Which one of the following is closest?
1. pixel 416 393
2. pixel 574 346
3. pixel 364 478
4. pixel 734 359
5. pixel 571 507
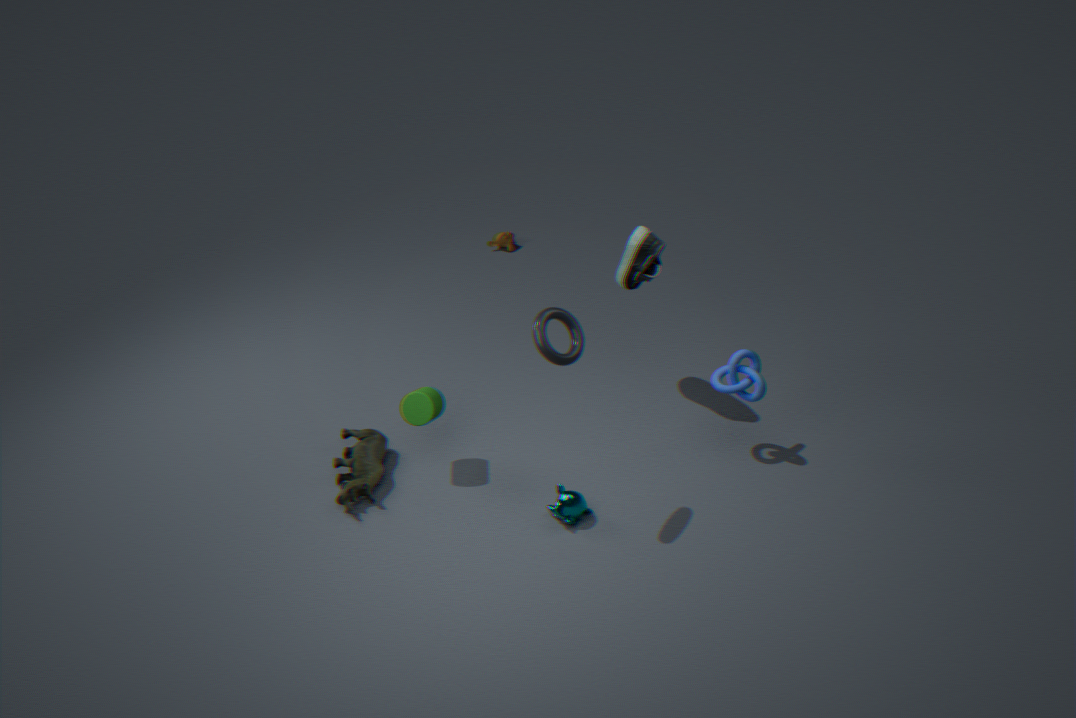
pixel 574 346
